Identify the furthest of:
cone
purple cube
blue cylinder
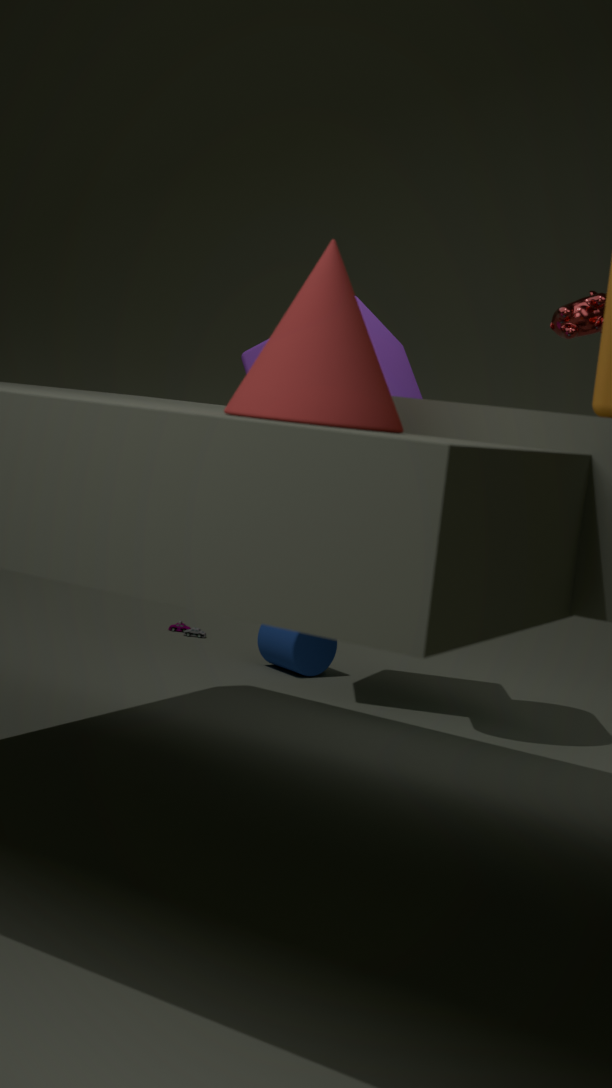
blue cylinder
